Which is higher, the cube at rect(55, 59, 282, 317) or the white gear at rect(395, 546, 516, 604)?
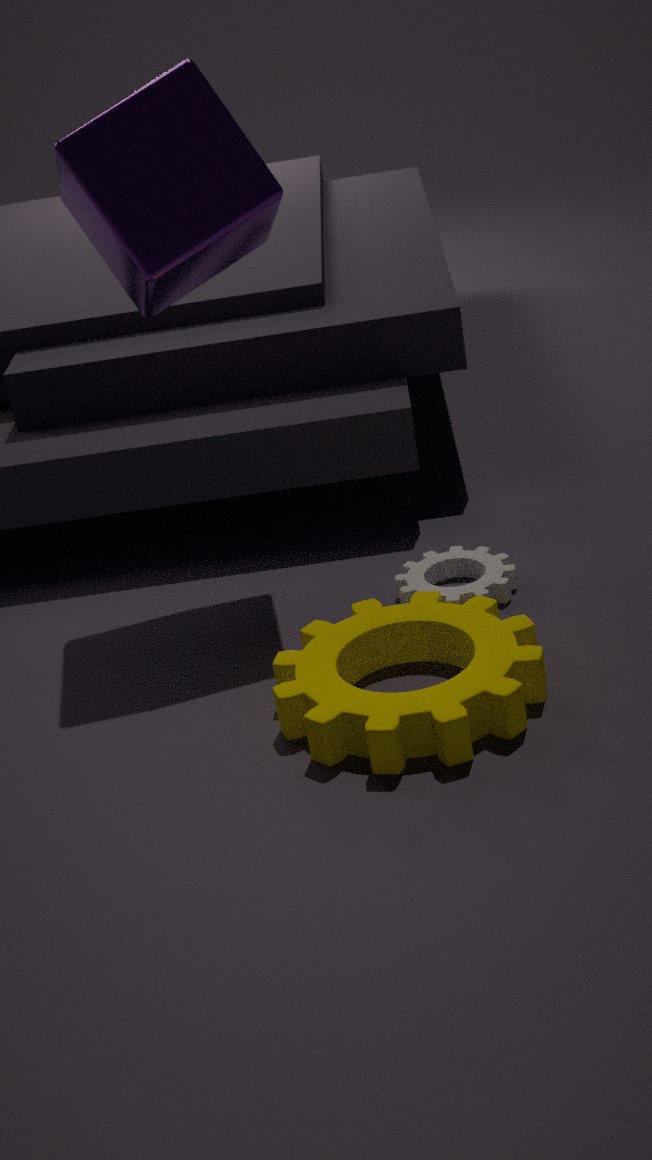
the cube at rect(55, 59, 282, 317)
